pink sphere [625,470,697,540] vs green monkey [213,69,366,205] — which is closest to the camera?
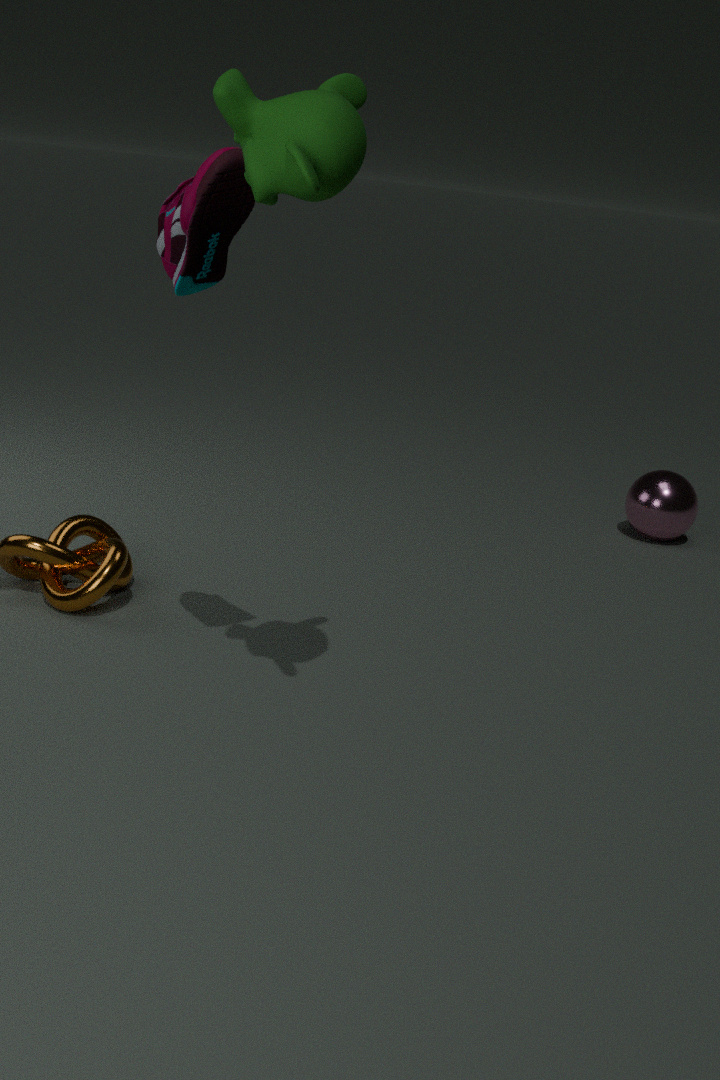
green monkey [213,69,366,205]
